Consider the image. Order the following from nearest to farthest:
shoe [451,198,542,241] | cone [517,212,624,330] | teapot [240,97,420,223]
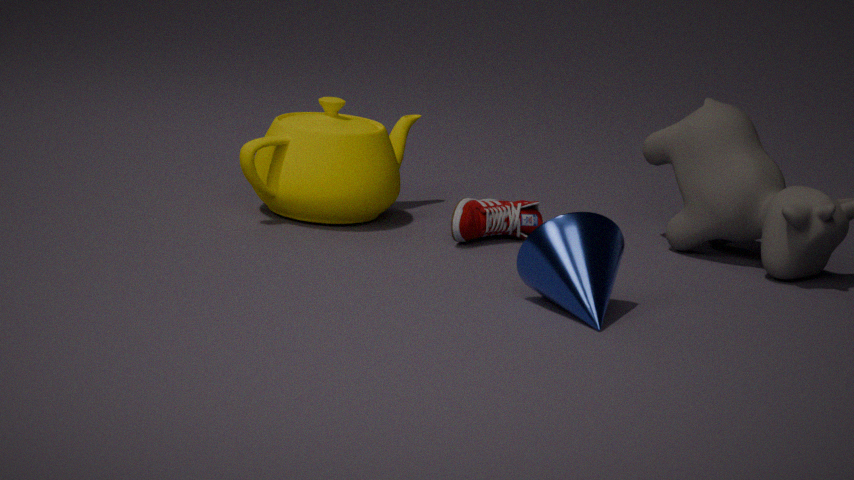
cone [517,212,624,330] < shoe [451,198,542,241] < teapot [240,97,420,223]
